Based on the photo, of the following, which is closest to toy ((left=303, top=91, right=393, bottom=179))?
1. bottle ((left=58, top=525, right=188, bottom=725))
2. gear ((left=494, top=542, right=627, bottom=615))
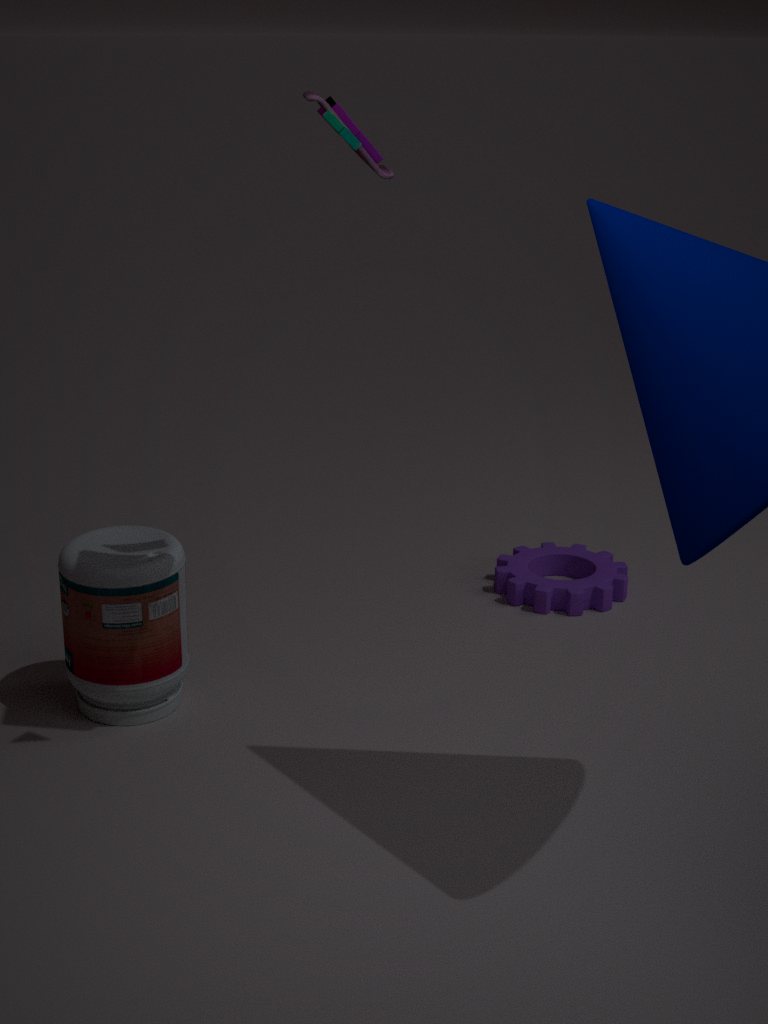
bottle ((left=58, top=525, right=188, bottom=725))
